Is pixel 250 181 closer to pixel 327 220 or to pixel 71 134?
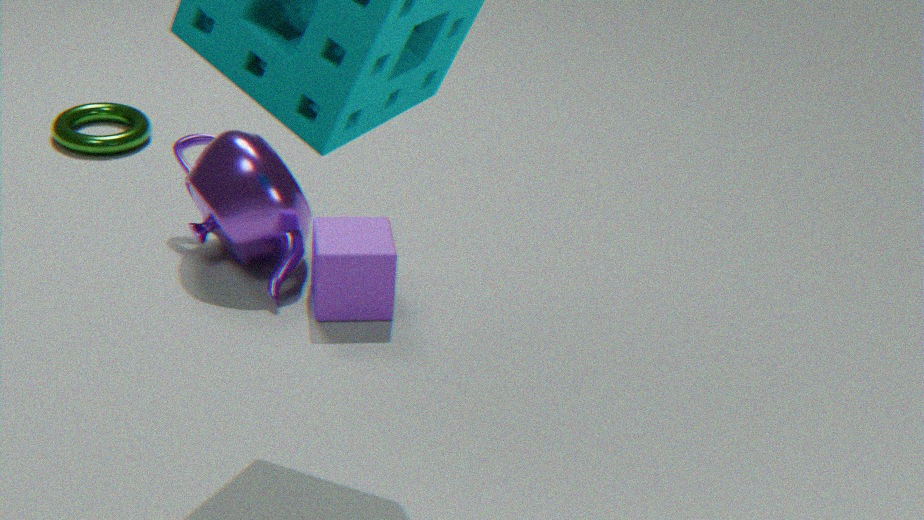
pixel 327 220
